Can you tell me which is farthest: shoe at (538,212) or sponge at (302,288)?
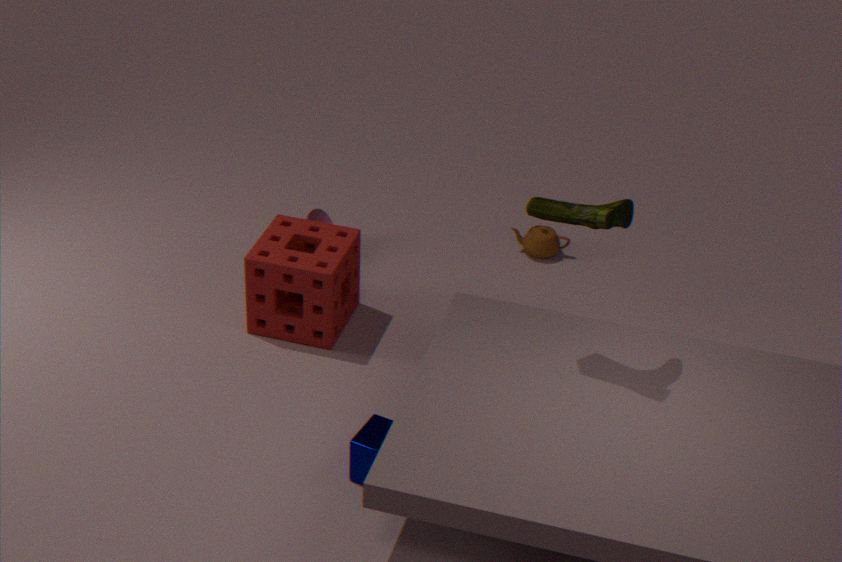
sponge at (302,288)
